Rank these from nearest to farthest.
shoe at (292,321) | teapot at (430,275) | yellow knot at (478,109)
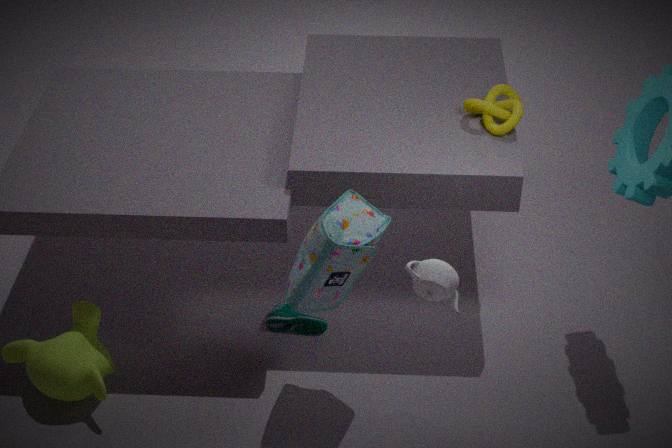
1. teapot at (430,275)
2. yellow knot at (478,109)
3. shoe at (292,321)
